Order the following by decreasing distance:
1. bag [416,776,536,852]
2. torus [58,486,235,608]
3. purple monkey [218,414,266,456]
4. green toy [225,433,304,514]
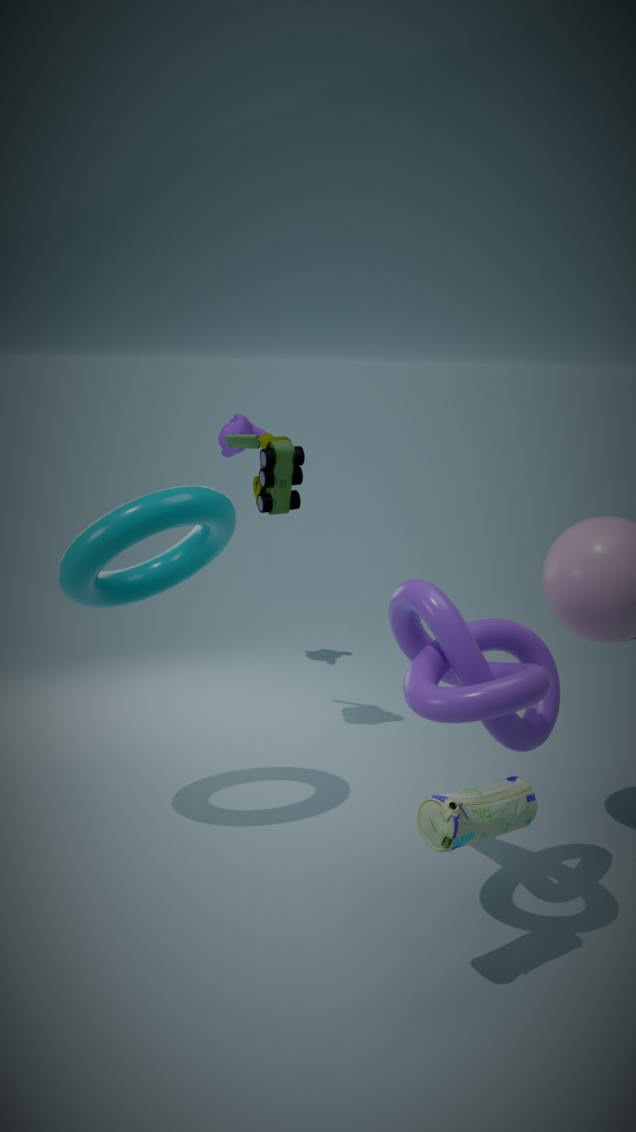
purple monkey [218,414,266,456] → green toy [225,433,304,514] → torus [58,486,235,608] → bag [416,776,536,852]
